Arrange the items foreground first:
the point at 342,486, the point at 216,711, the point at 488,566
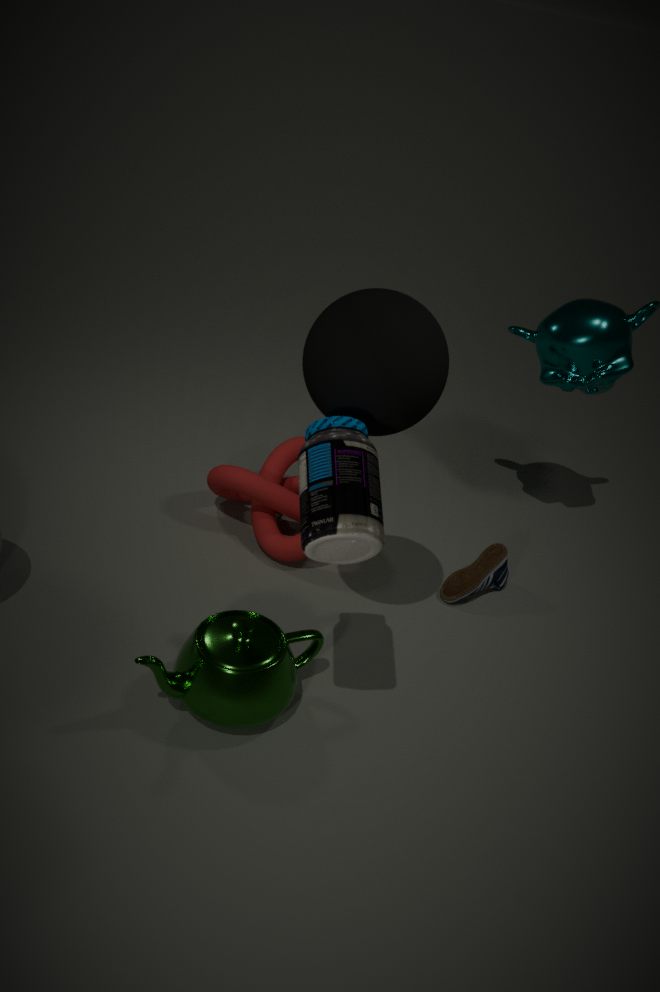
the point at 342,486 < the point at 216,711 < the point at 488,566
